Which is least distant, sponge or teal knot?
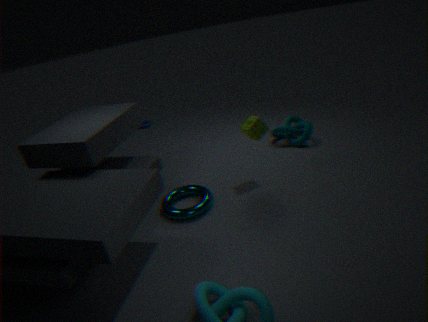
sponge
